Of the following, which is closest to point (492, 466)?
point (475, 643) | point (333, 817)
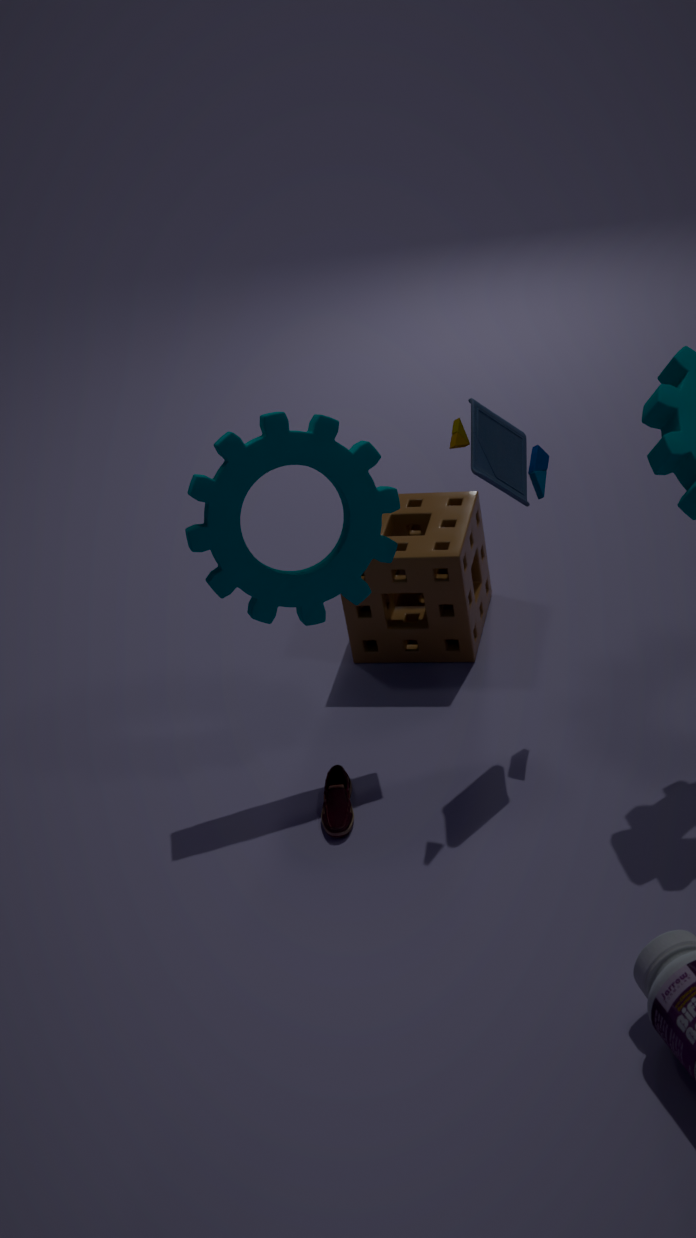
point (475, 643)
